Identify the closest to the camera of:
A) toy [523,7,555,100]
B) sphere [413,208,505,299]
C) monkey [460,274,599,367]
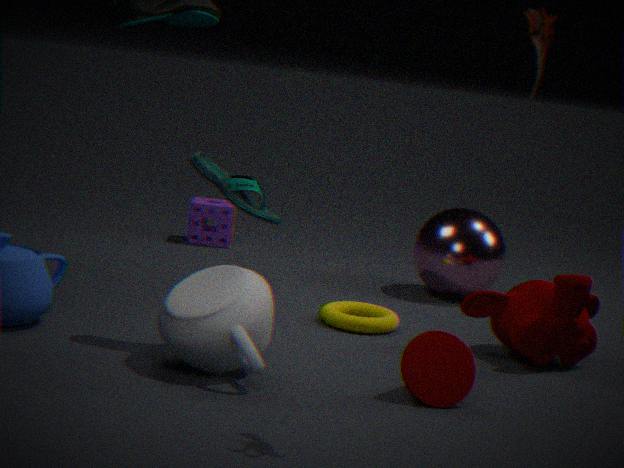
A. toy [523,7,555,100]
